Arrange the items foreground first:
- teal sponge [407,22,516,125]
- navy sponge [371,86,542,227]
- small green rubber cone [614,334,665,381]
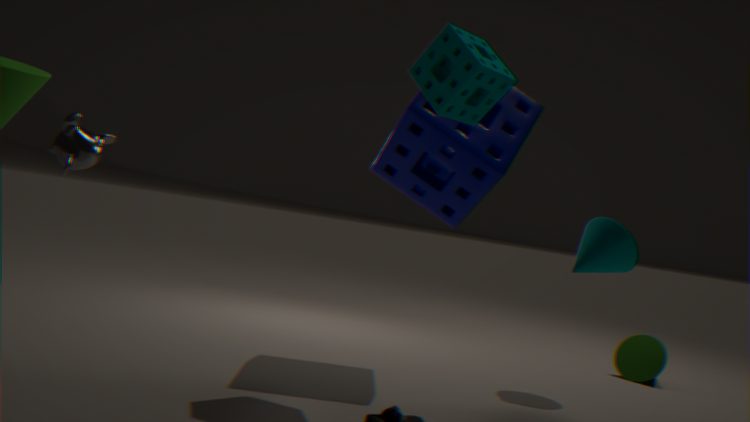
1. teal sponge [407,22,516,125]
2. navy sponge [371,86,542,227]
3. small green rubber cone [614,334,665,381]
